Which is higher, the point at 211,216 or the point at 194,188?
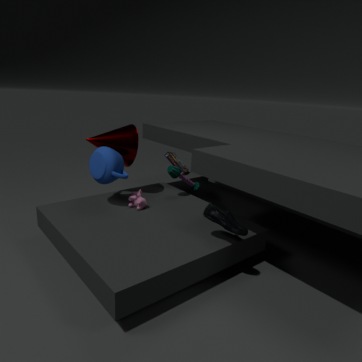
the point at 194,188
